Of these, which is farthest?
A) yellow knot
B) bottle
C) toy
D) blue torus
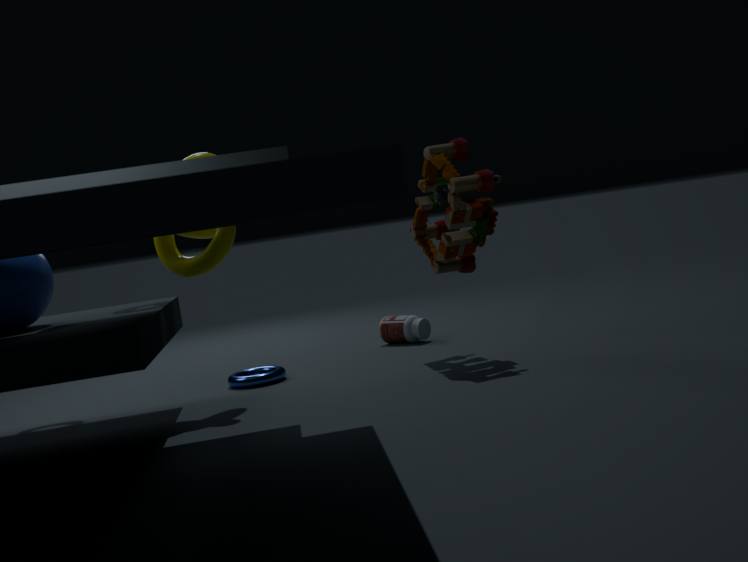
bottle
